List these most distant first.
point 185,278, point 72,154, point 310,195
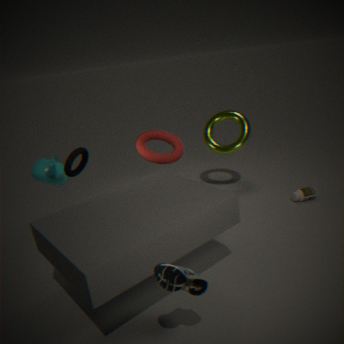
point 310,195 → point 72,154 → point 185,278
